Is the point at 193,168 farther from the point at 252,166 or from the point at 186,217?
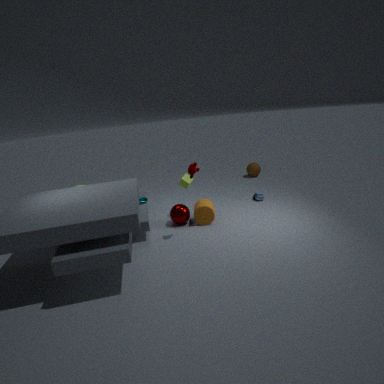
the point at 252,166
